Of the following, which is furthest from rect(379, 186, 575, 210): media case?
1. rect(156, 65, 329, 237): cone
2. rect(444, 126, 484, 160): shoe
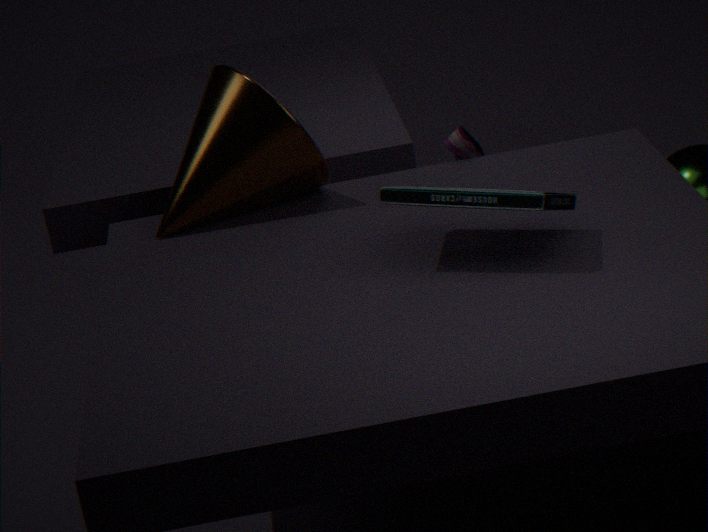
rect(444, 126, 484, 160): shoe
